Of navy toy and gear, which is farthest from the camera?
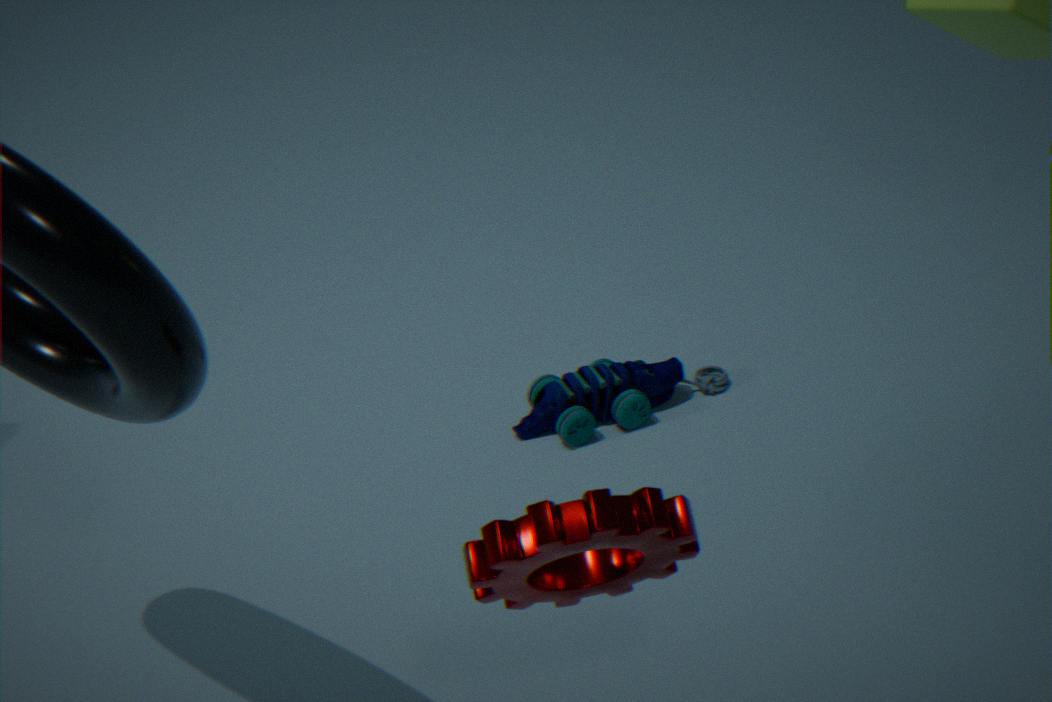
navy toy
